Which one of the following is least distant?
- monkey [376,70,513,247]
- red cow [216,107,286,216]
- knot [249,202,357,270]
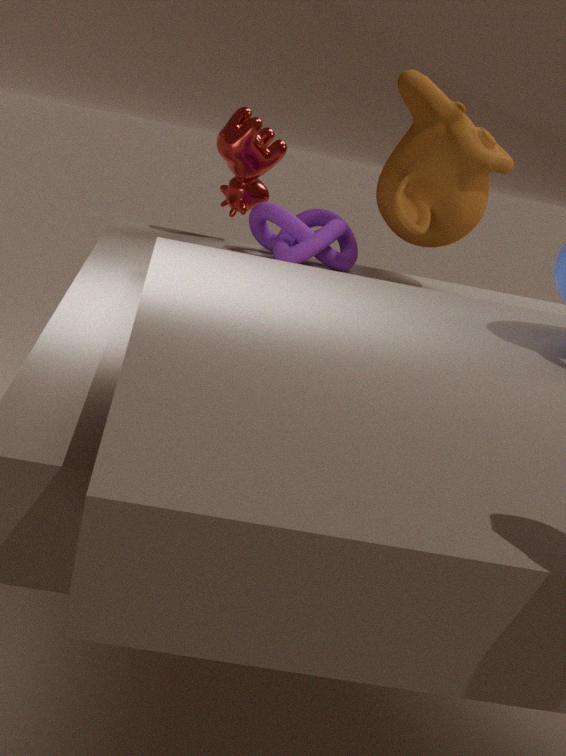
monkey [376,70,513,247]
